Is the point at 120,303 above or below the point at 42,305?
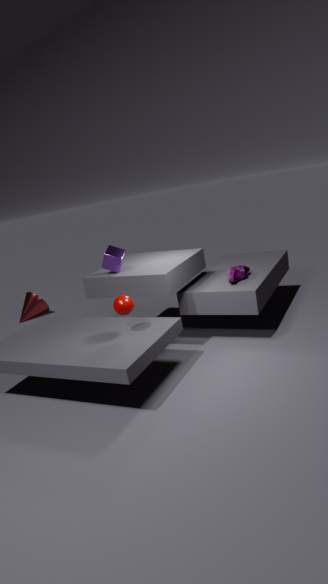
above
